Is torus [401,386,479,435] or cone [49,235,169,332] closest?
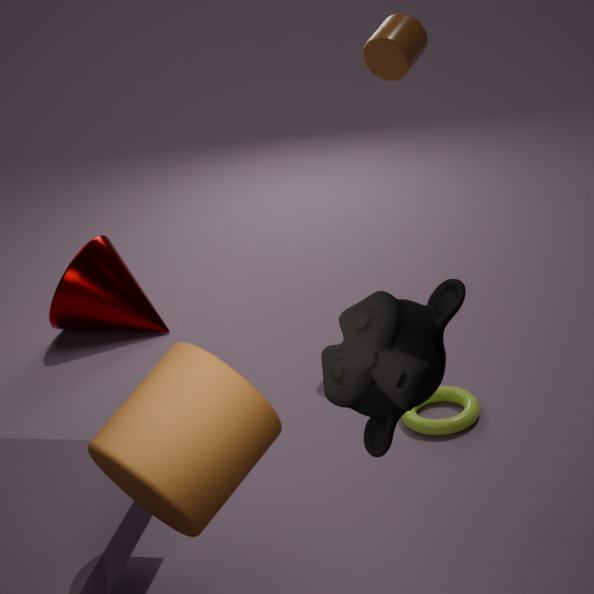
torus [401,386,479,435]
